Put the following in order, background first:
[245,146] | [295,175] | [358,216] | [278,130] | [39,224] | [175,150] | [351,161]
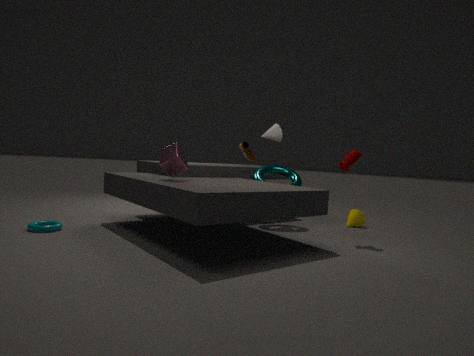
[245,146]
[278,130]
[358,216]
[295,175]
[351,161]
[39,224]
[175,150]
